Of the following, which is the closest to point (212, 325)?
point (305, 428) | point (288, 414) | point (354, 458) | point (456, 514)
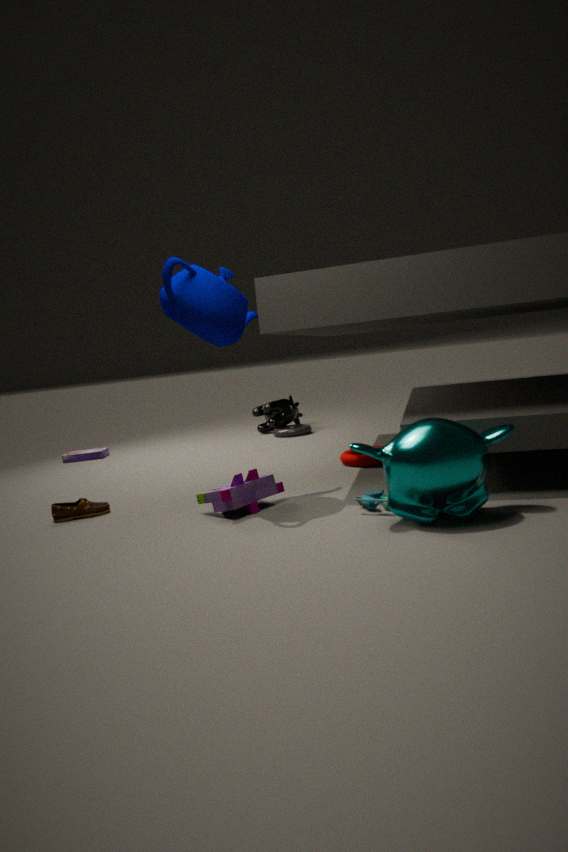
point (456, 514)
